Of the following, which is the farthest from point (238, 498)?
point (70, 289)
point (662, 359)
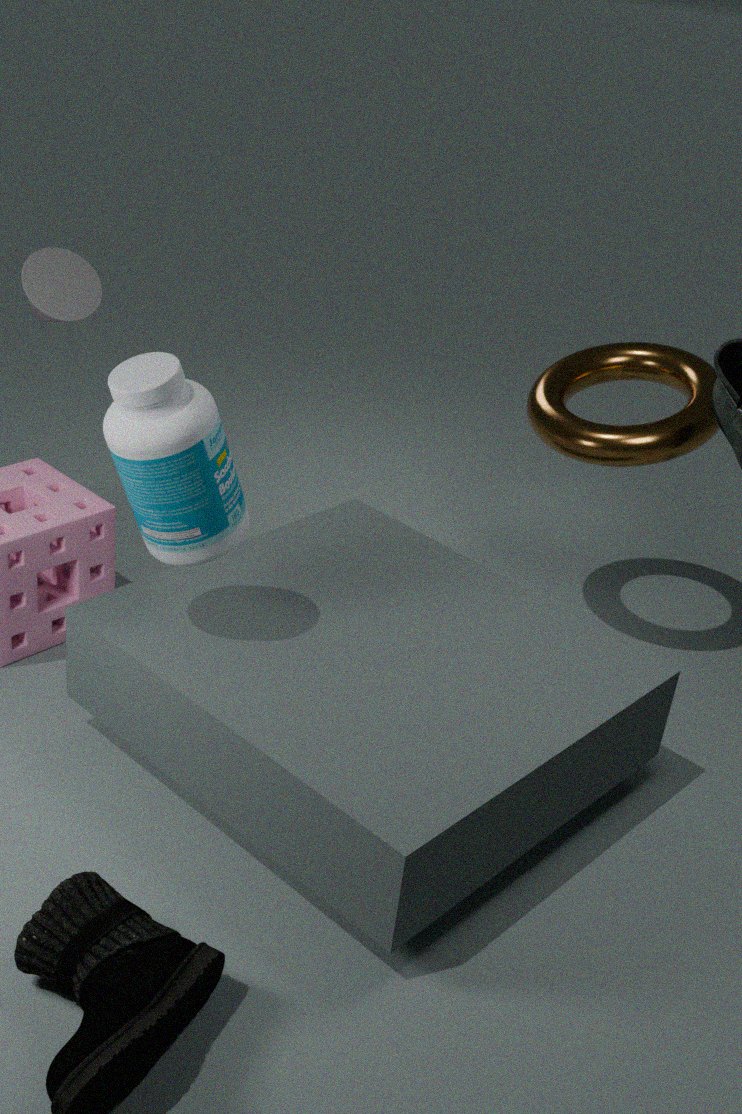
point (662, 359)
